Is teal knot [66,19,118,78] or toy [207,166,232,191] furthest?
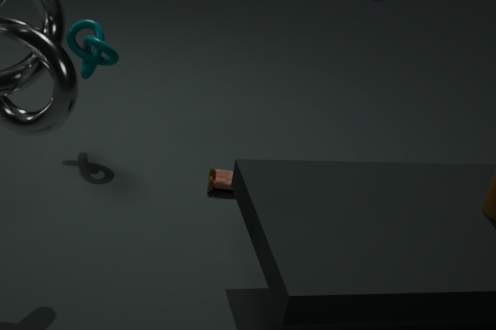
toy [207,166,232,191]
